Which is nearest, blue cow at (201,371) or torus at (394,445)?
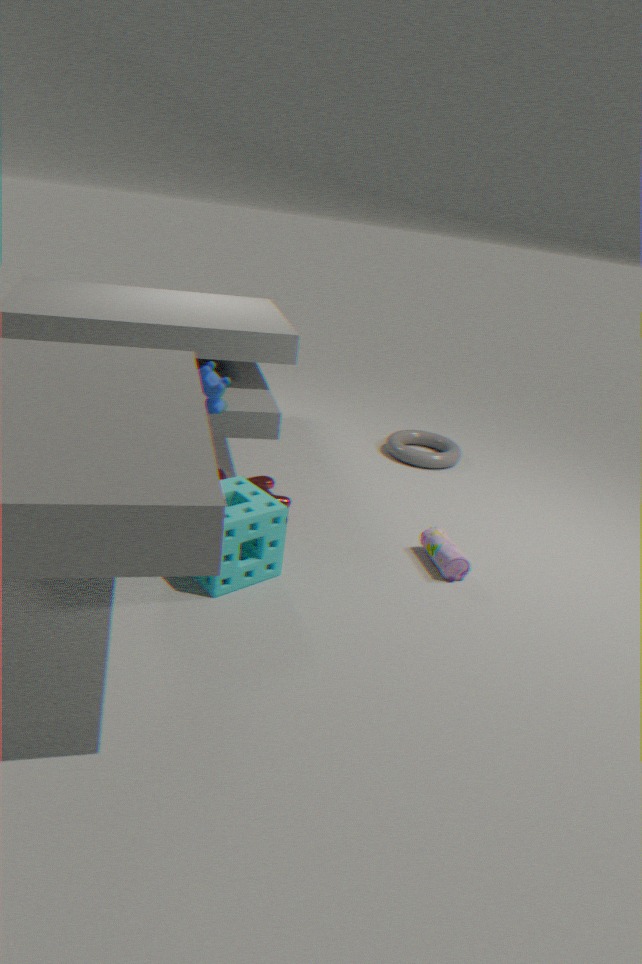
blue cow at (201,371)
